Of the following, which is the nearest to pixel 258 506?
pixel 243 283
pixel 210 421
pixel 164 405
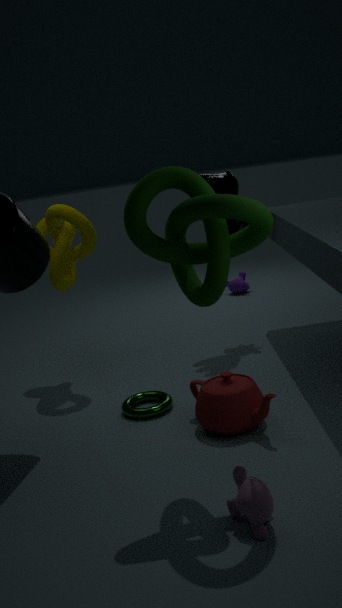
pixel 210 421
